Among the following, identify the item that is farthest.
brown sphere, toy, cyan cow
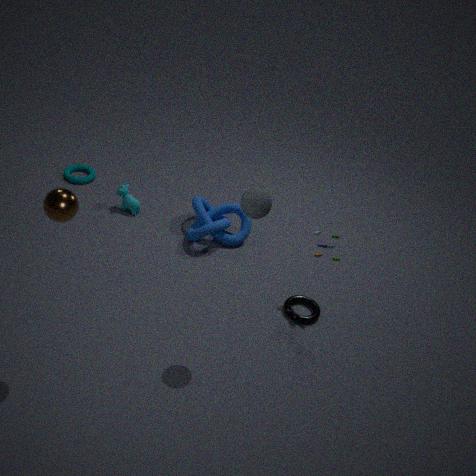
cyan cow
